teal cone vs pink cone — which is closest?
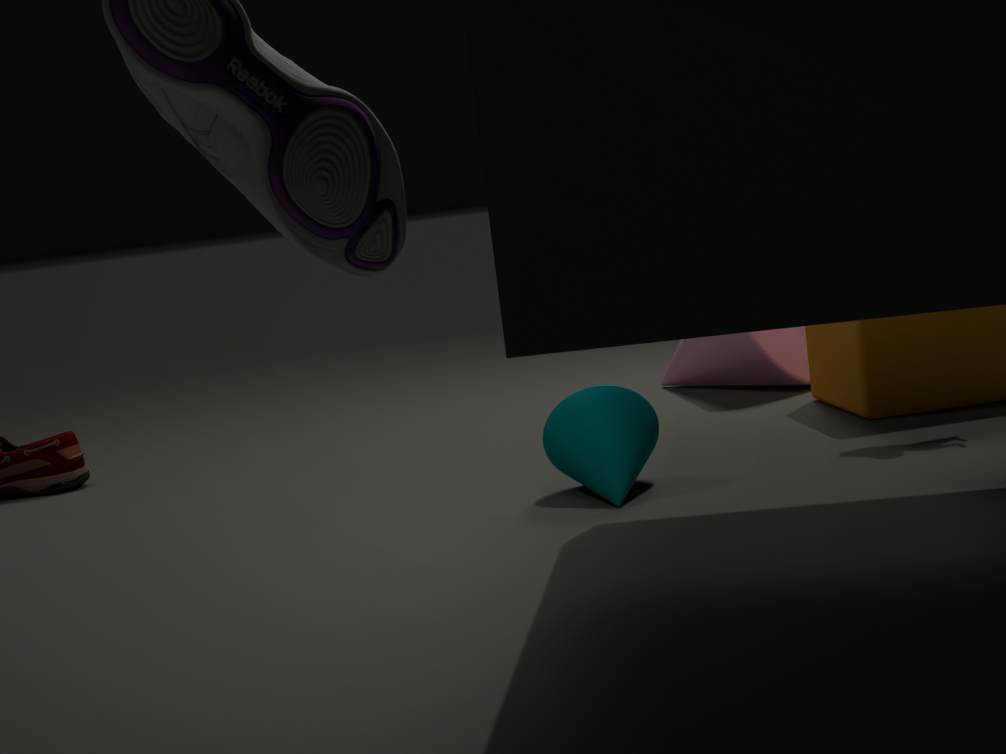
teal cone
